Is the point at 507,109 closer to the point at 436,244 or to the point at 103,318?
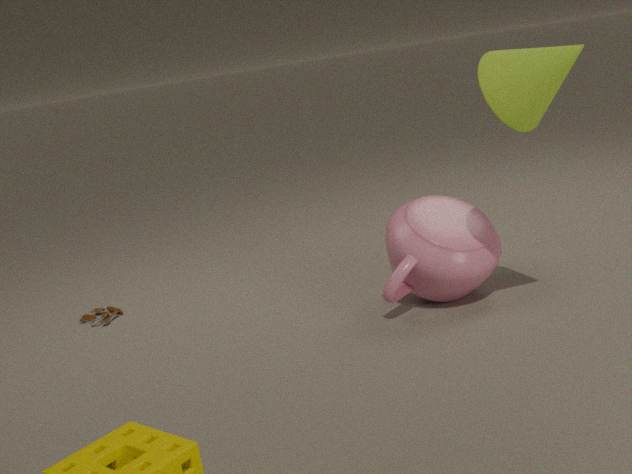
the point at 436,244
